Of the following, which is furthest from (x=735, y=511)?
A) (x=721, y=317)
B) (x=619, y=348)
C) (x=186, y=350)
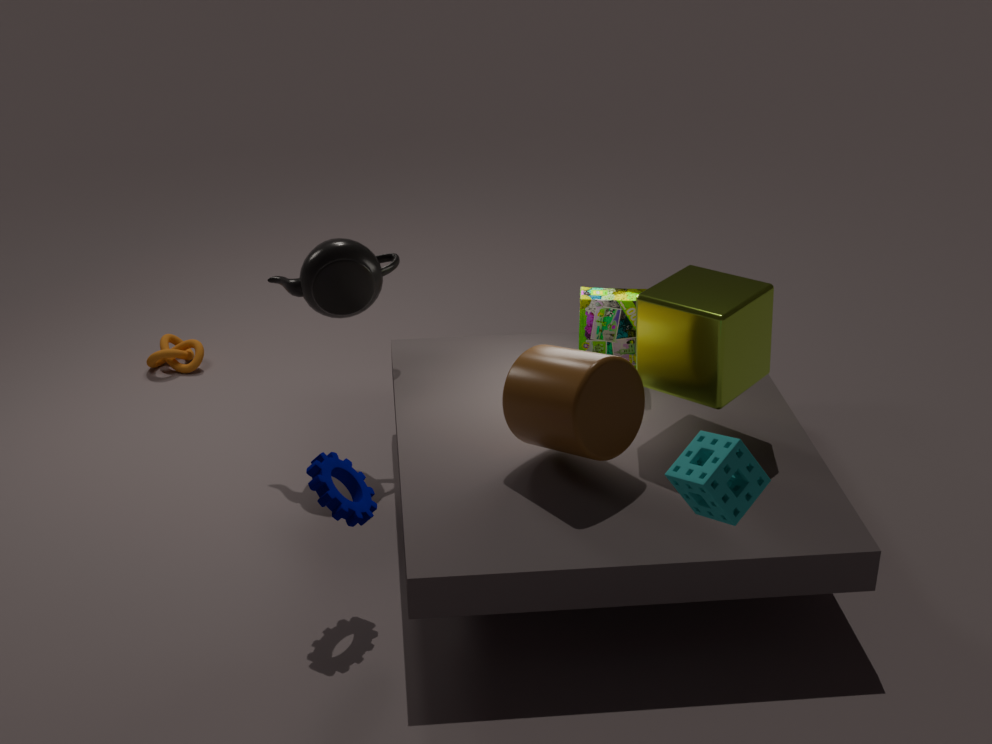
(x=186, y=350)
